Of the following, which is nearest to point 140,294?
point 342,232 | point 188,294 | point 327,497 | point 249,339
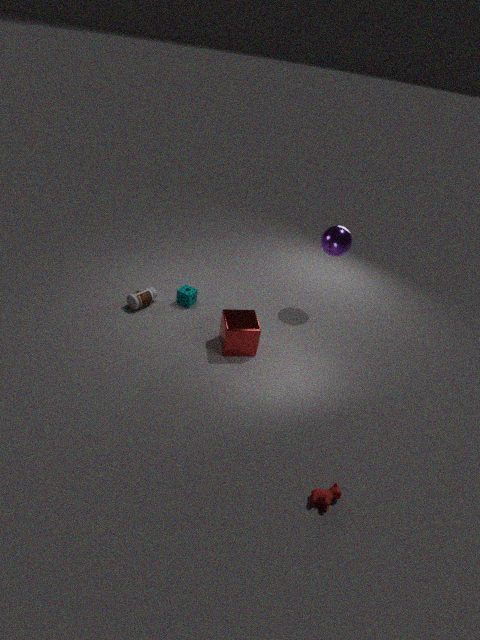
point 188,294
